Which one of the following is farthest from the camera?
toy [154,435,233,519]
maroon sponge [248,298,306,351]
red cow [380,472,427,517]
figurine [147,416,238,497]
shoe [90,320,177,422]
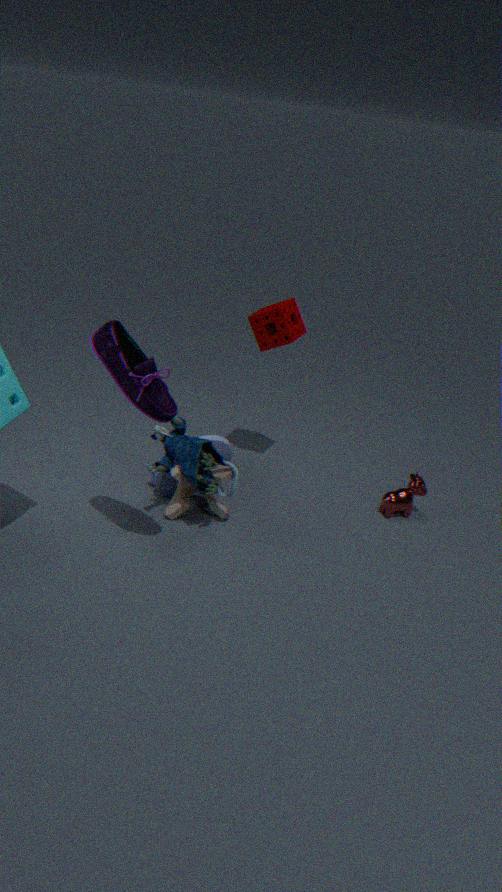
red cow [380,472,427,517]
